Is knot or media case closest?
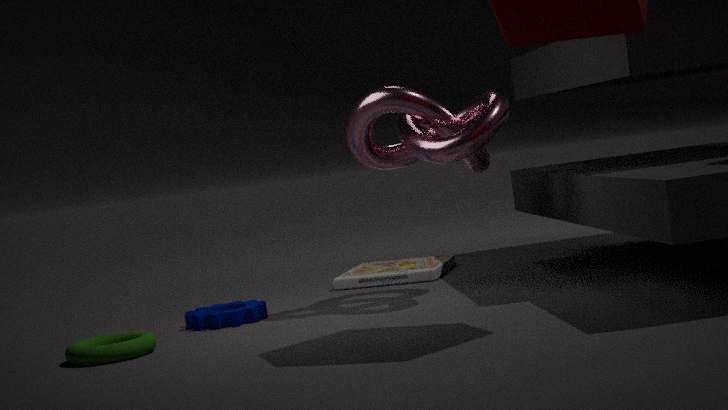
knot
